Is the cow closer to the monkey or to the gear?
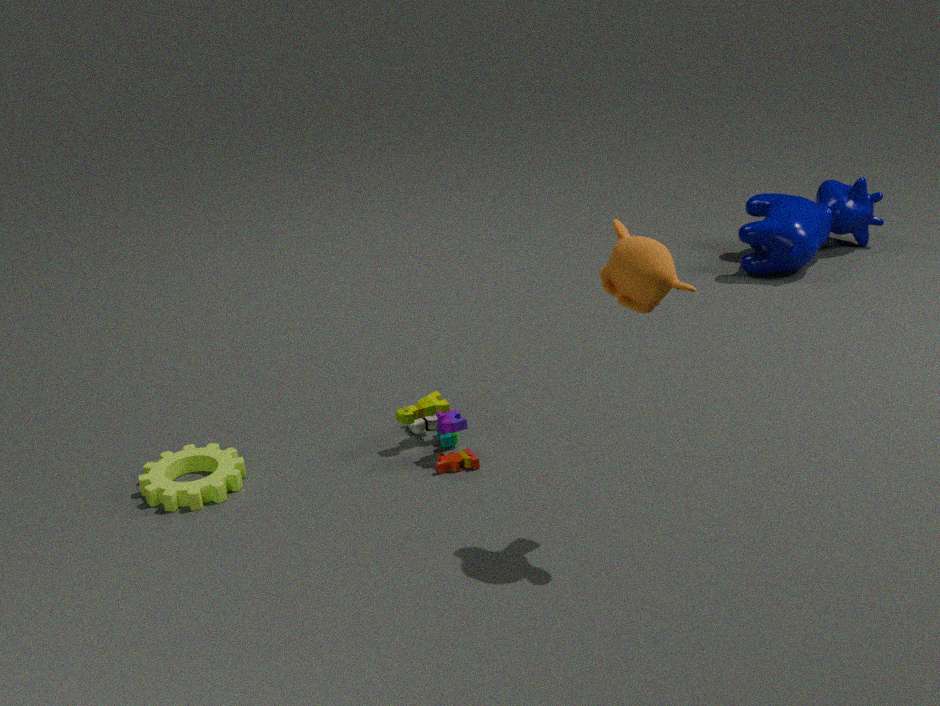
the monkey
